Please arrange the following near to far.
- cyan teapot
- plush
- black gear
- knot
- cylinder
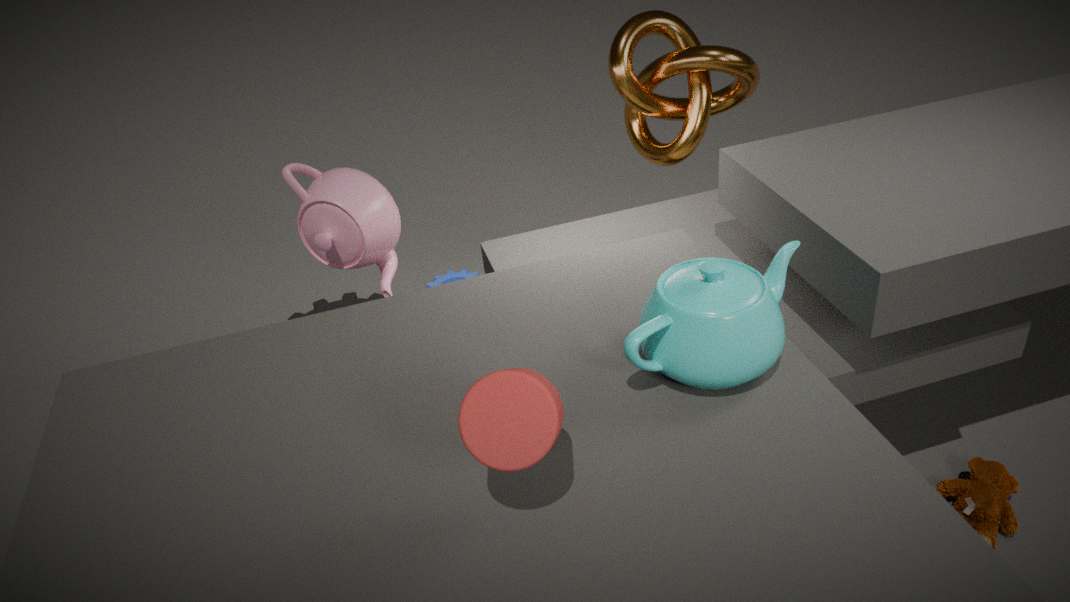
cylinder, cyan teapot, plush, knot, black gear
